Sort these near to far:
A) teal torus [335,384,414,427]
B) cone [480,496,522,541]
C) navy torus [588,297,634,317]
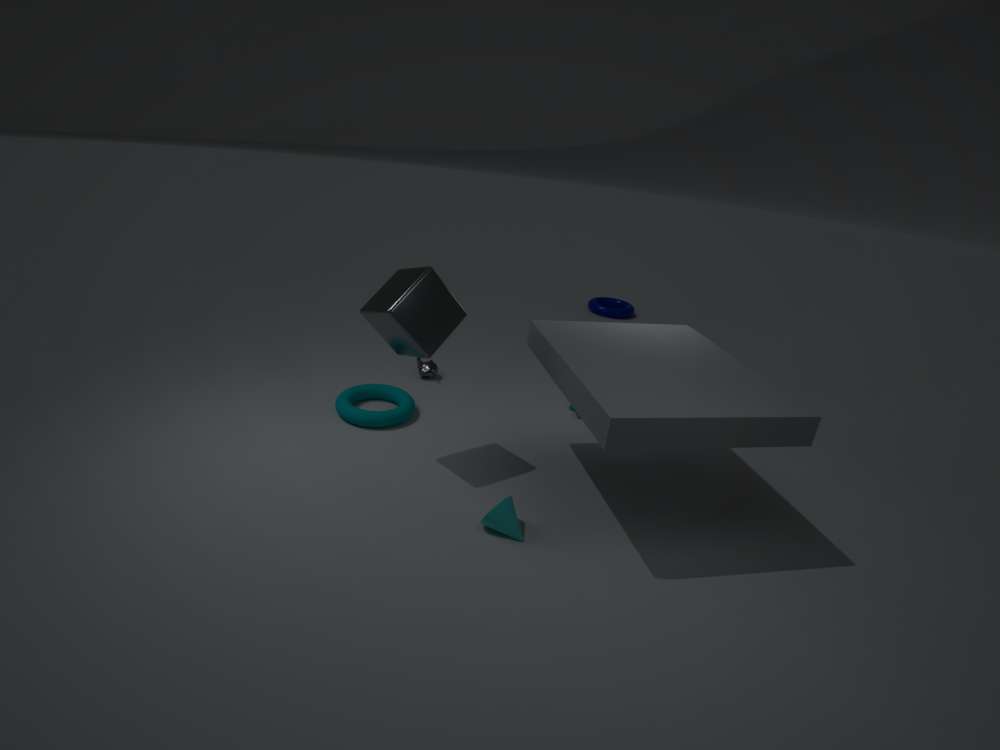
B. cone [480,496,522,541] < A. teal torus [335,384,414,427] < C. navy torus [588,297,634,317]
